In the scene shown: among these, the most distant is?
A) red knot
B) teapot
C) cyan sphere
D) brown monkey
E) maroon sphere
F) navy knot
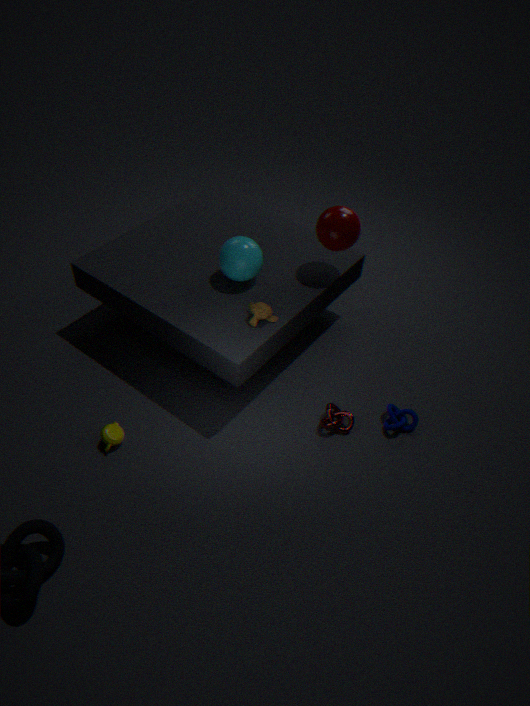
maroon sphere
